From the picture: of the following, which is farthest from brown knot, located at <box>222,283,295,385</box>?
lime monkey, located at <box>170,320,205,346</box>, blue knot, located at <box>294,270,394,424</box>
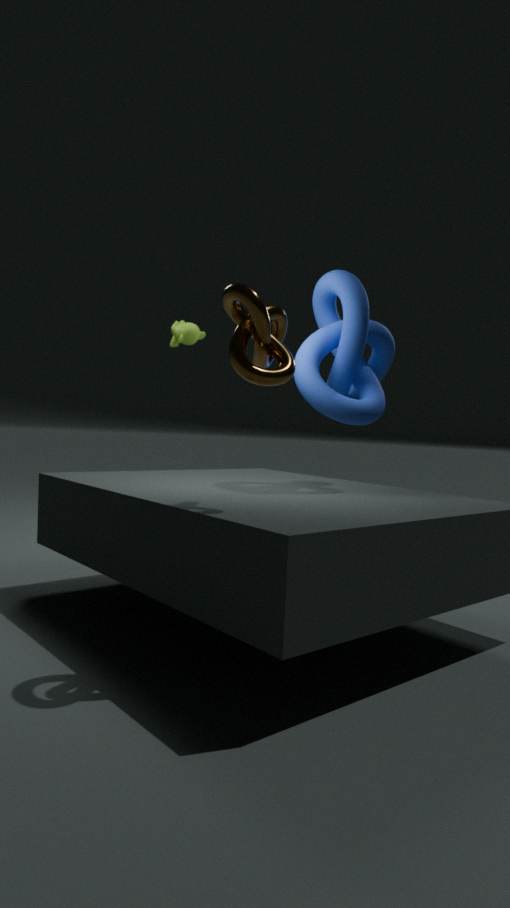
lime monkey, located at <box>170,320,205,346</box>
